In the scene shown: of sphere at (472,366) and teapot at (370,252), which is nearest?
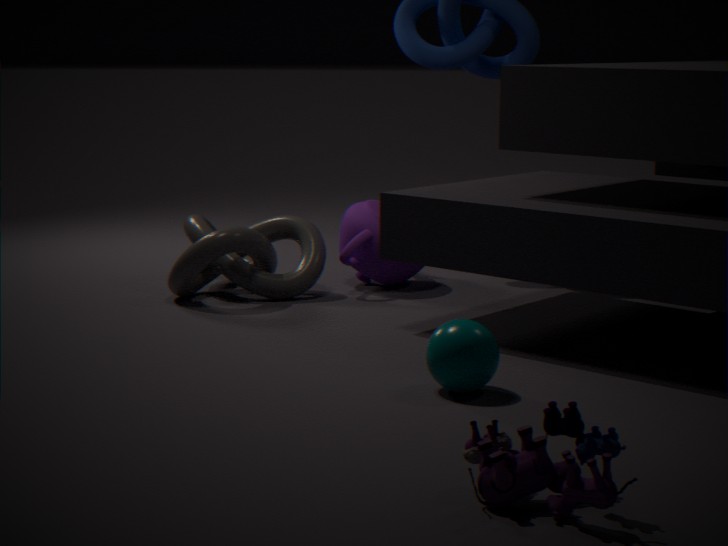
sphere at (472,366)
